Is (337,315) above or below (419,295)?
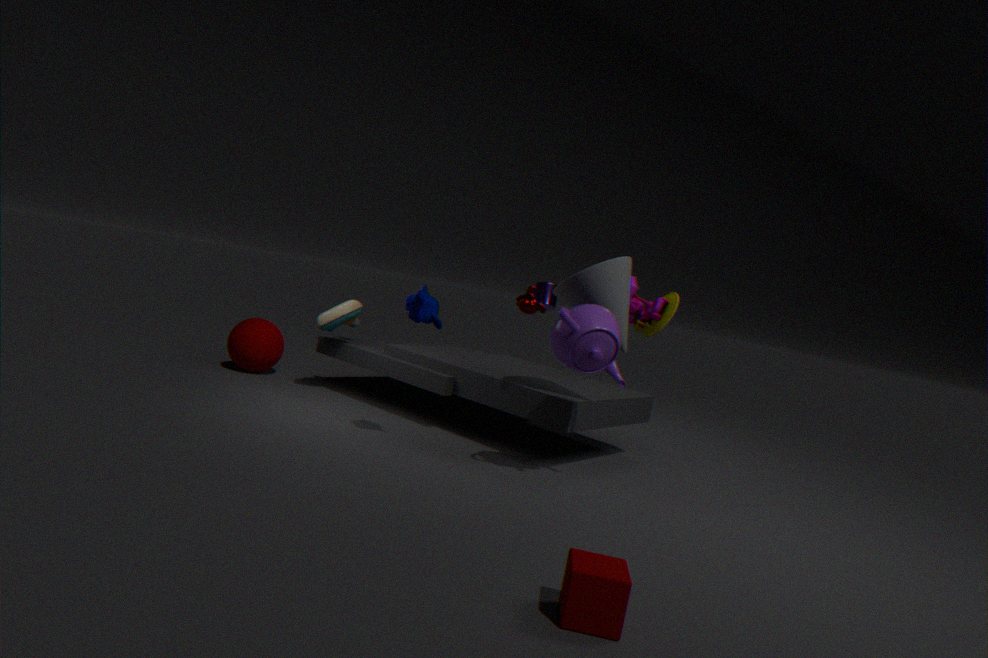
below
